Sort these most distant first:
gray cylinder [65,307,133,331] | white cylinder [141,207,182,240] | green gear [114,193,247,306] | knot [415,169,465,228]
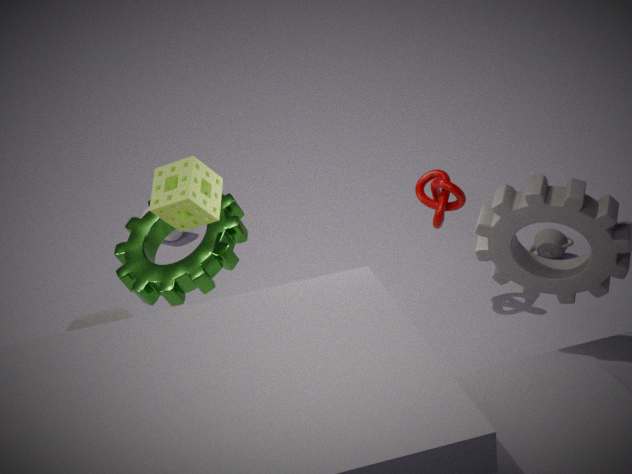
white cylinder [141,207,182,240] → knot [415,169,465,228] → green gear [114,193,247,306] → gray cylinder [65,307,133,331]
